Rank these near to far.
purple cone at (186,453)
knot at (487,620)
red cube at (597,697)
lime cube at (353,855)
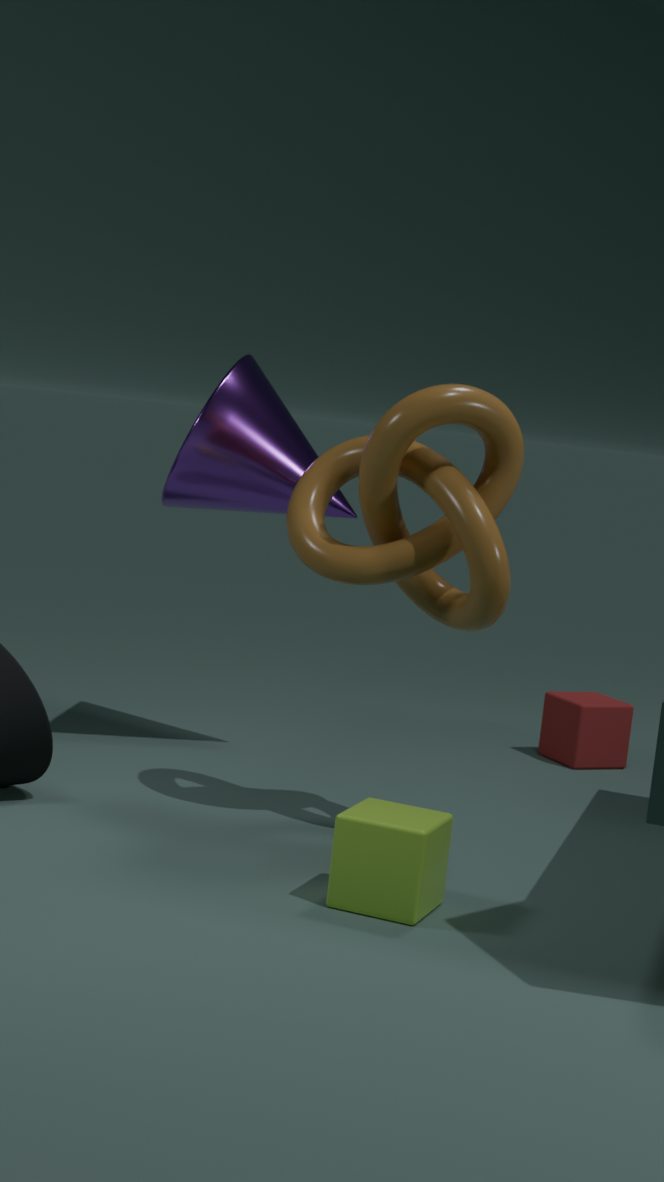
lime cube at (353,855) < knot at (487,620) < purple cone at (186,453) < red cube at (597,697)
